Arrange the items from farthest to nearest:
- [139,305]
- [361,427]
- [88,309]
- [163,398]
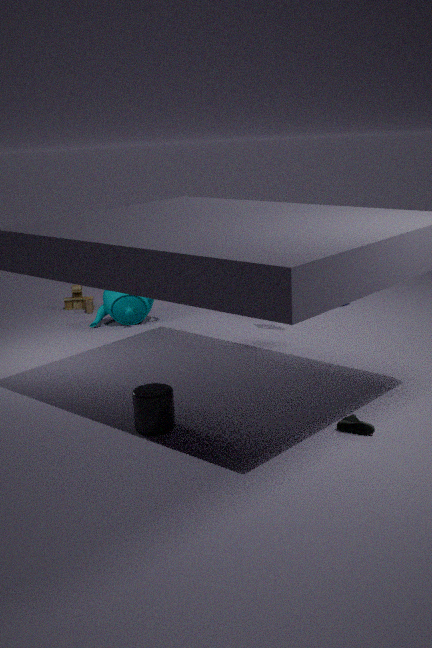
[88,309], [139,305], [163,398], [361,427]
